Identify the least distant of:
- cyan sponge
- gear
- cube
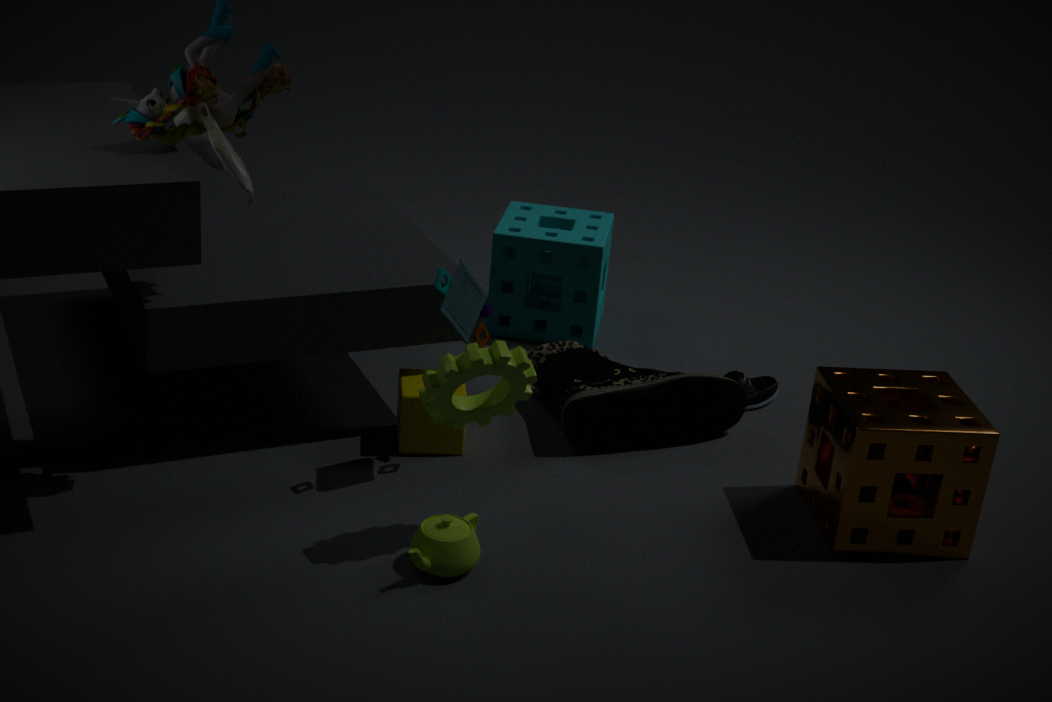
gear
